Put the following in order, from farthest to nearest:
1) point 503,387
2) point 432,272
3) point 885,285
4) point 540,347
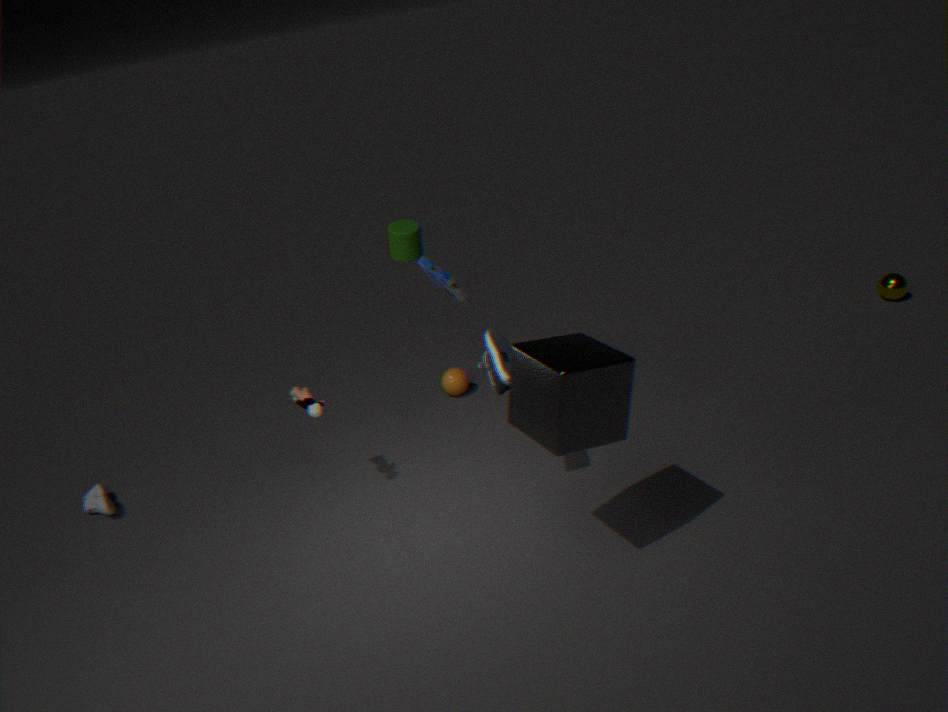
3. point 885,285 → 2. point 432,272 → 1. point 503,387 → 4. point 540,347
